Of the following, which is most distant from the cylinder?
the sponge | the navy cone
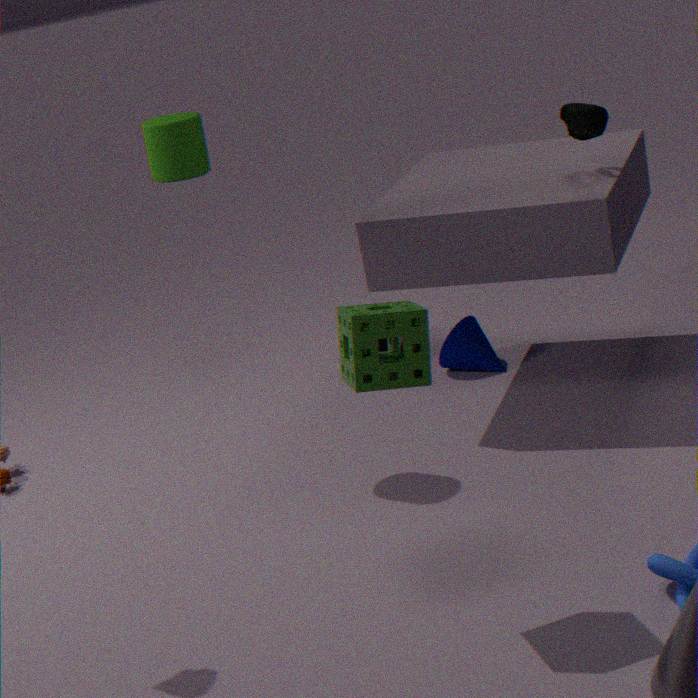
the navy cone
